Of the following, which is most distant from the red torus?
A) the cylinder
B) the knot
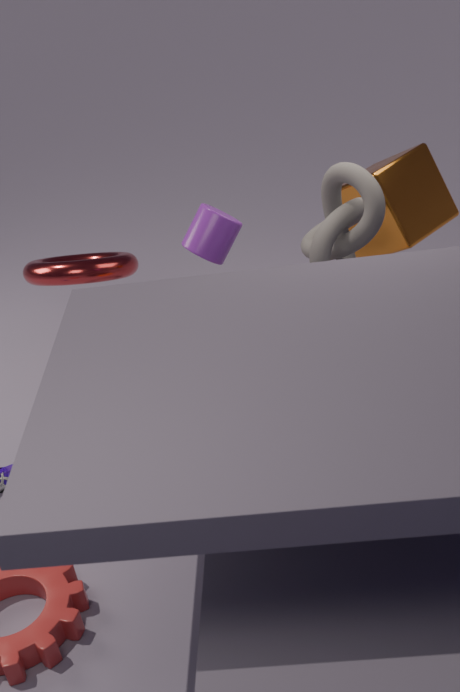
the knot
